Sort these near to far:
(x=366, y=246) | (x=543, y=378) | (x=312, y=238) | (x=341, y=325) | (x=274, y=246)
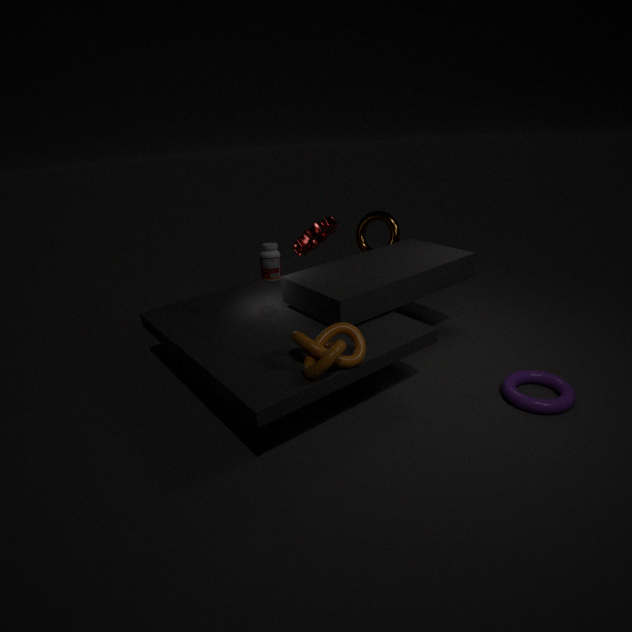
1. (x=341, y=325)
2. (x=274, y=246)
3. (x=543, y=378)
4. (x=312, y=238)
5. (x=366, y=246)
